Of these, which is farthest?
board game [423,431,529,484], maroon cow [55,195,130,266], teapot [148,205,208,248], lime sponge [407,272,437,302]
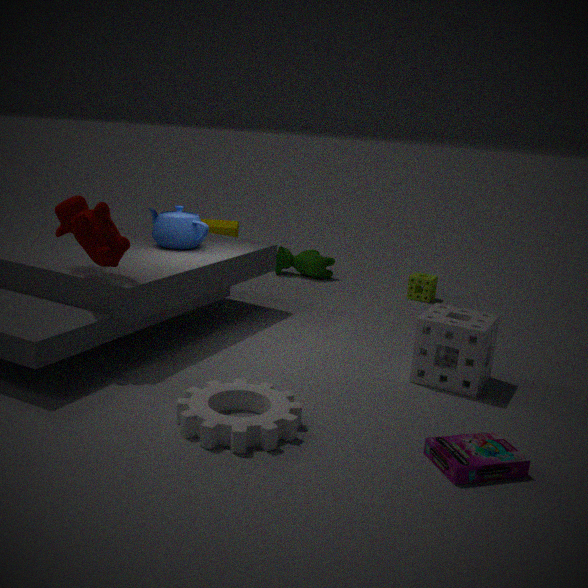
lime sponge [407,272,437,302]
